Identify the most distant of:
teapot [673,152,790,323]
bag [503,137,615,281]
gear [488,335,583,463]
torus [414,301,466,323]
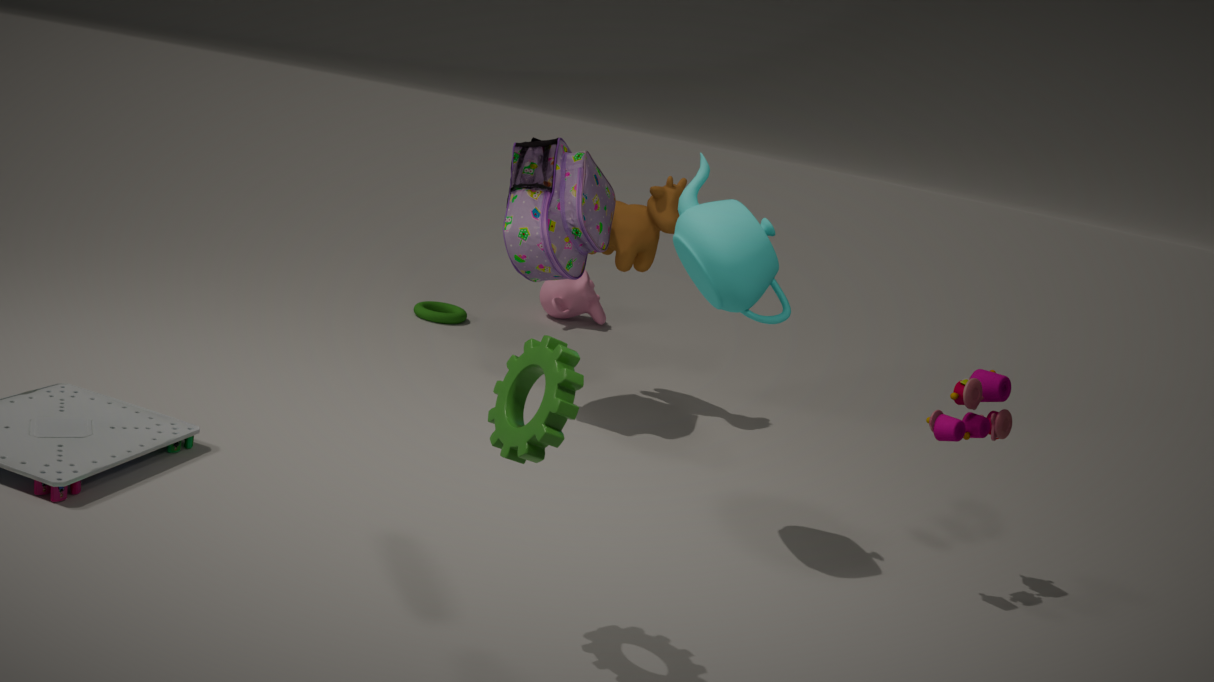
torus [414,301,466,323]
